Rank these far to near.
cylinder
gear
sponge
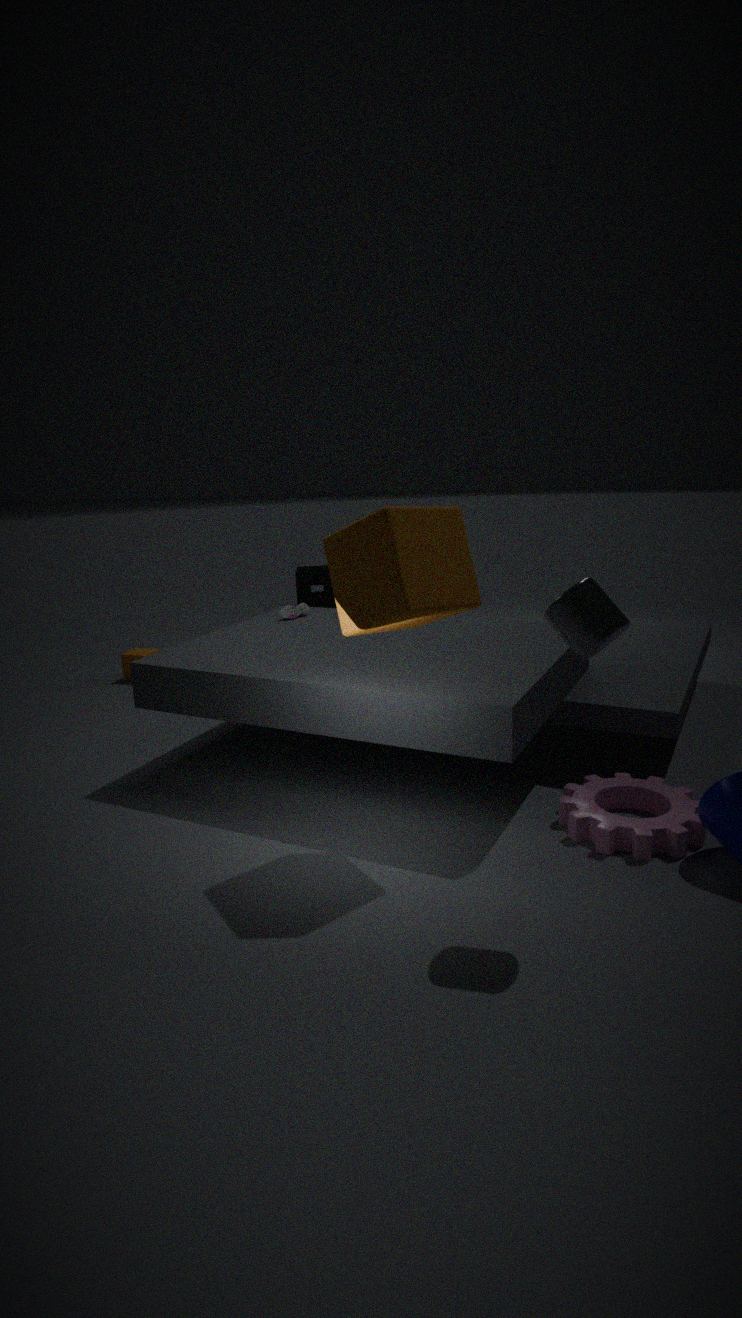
1. sponge
2. gear
3. cylinder
